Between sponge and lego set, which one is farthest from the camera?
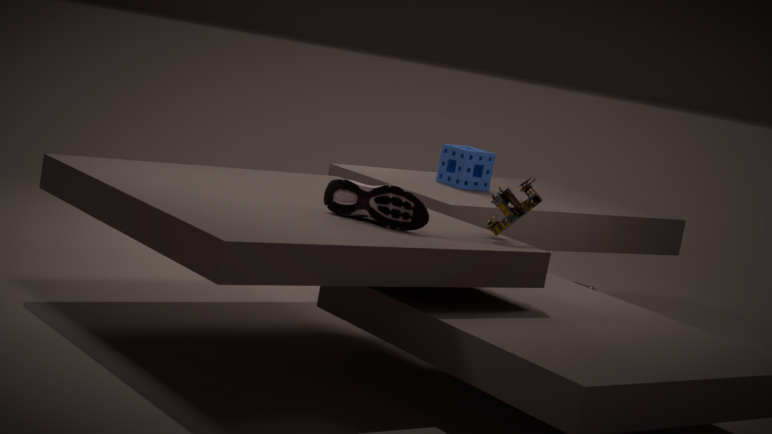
Result: sponge
